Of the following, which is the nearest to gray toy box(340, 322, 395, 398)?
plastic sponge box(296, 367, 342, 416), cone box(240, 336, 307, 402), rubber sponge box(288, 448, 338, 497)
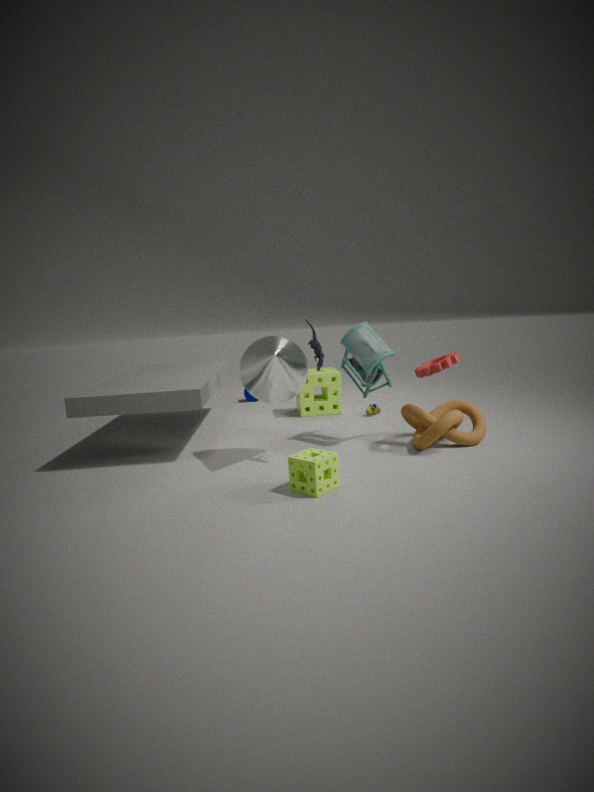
cone box(240, 336, 307, 402)
